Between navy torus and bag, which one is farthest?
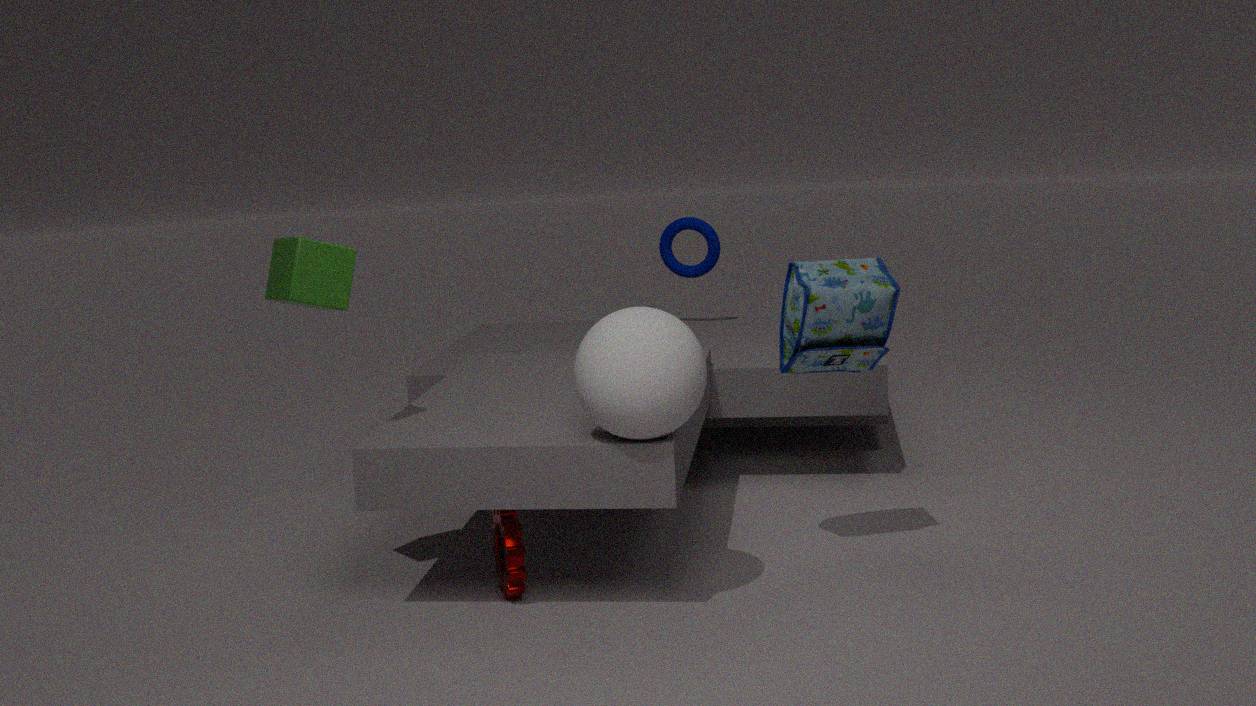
navy torus
